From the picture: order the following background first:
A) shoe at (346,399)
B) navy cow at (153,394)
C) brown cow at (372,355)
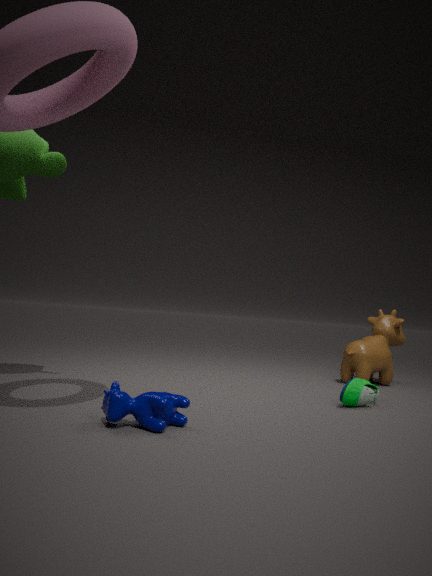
1. C. brown cow at (372,355)
2. A. shoe at (346,399)
3. B. navy cow at (153,394)
